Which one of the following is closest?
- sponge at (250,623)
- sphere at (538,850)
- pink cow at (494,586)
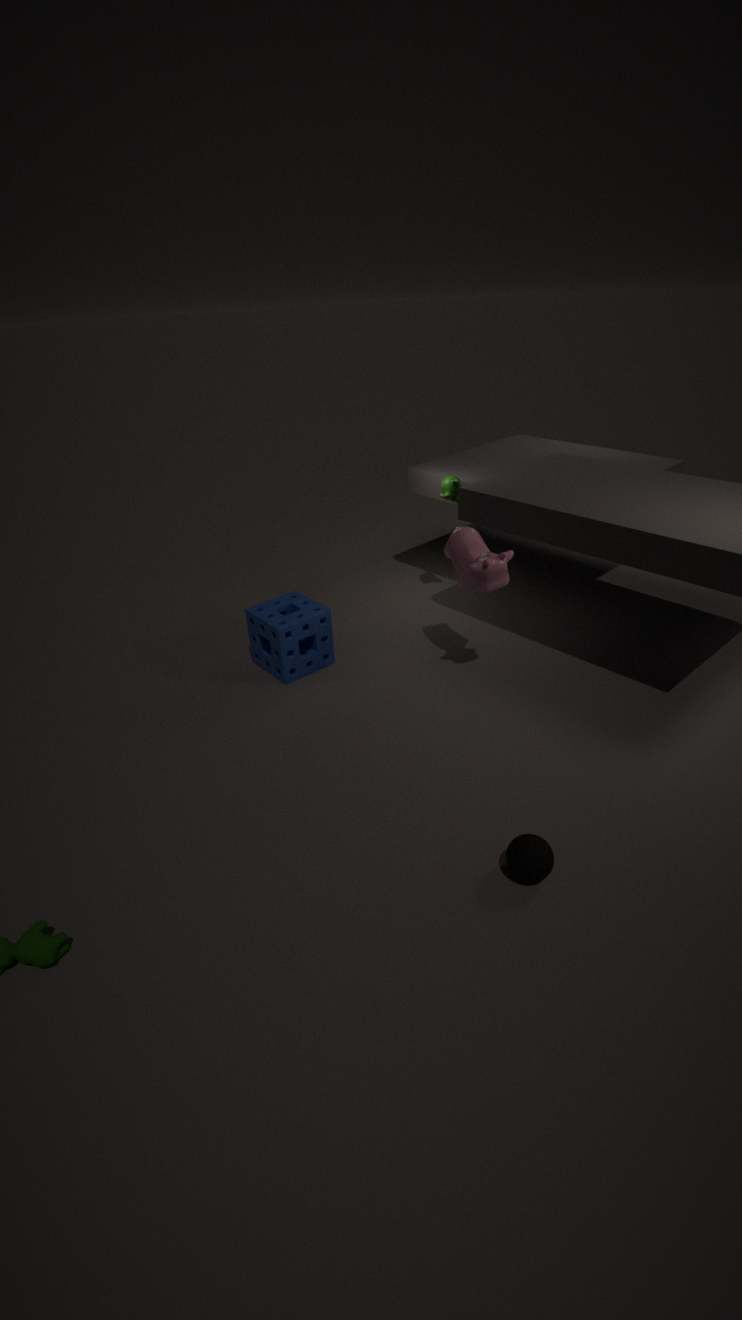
sphere at (538,850)
